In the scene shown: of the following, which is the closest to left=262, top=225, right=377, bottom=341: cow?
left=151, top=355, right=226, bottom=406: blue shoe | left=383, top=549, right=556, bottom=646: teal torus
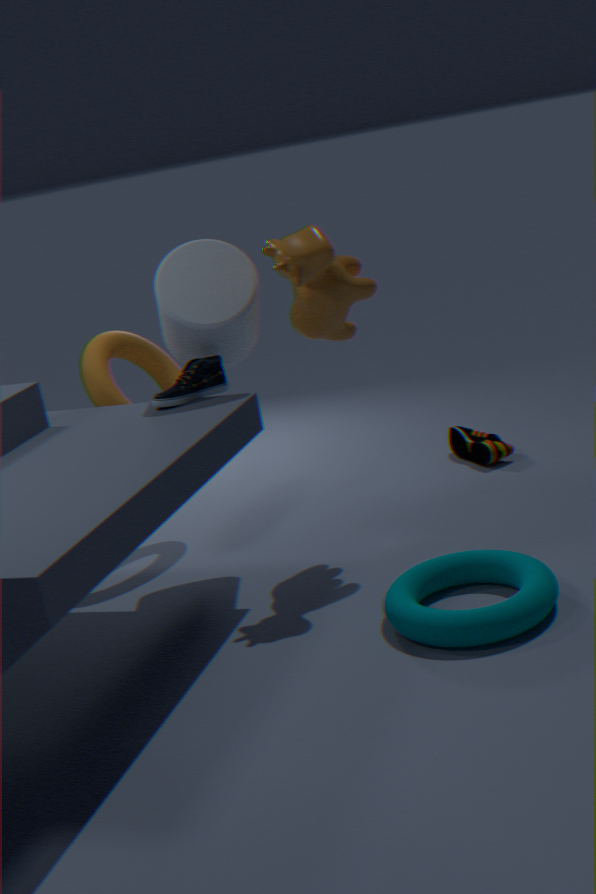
left=151, top=355, right=226, bottom=406: blue shoe
